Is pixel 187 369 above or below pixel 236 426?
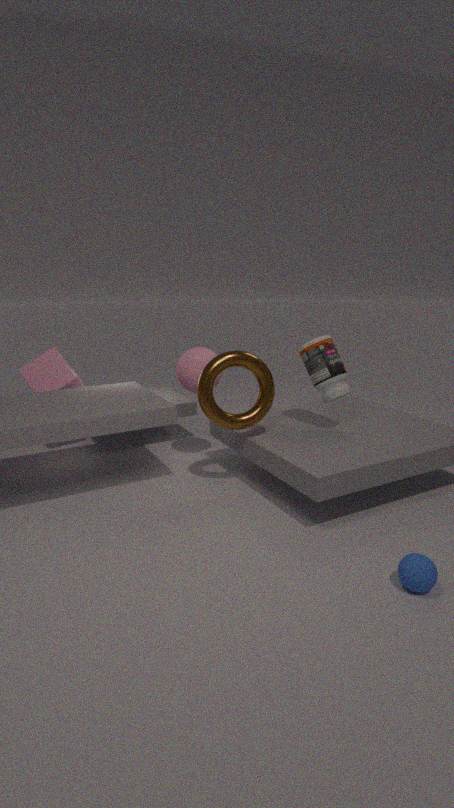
above
